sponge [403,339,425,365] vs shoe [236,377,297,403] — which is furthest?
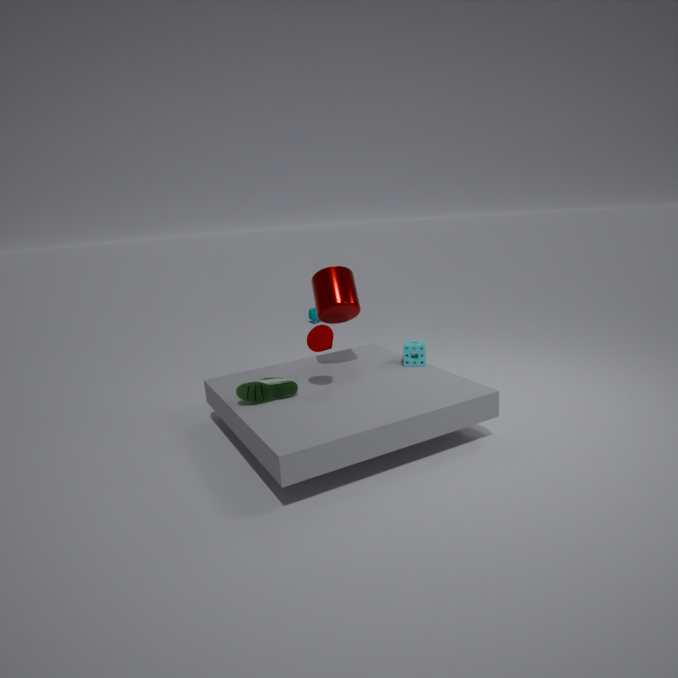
sponge [403,339,425,365]
